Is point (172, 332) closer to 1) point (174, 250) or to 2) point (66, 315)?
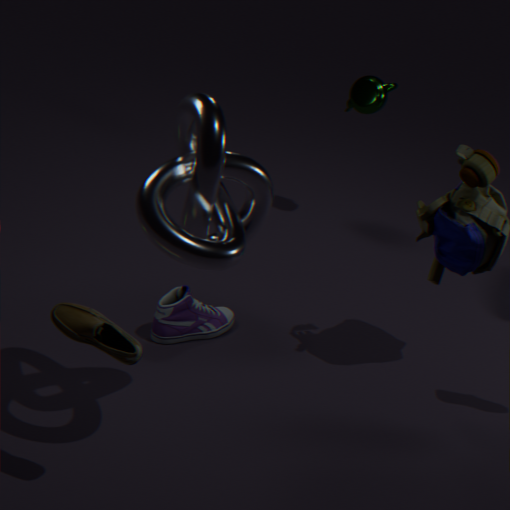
1) point (174, 250)
